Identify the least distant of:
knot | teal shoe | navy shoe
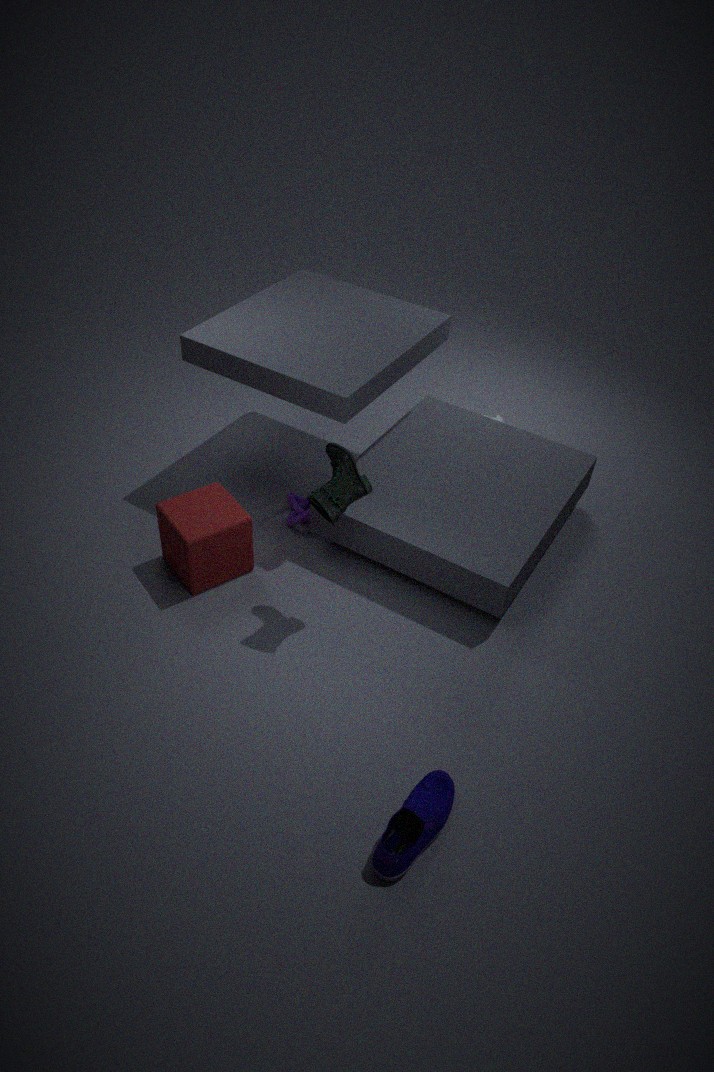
navy shoe
